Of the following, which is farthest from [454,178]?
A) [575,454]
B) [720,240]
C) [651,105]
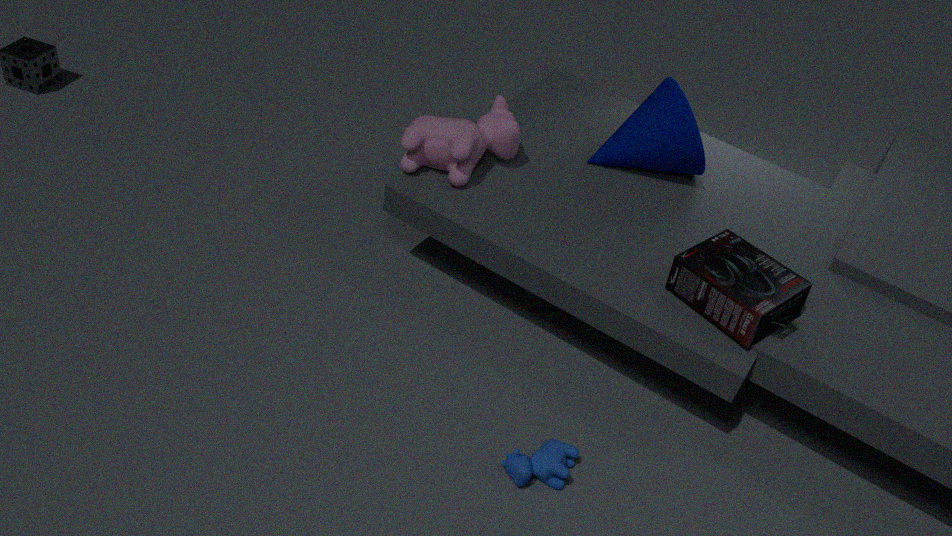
[575,454]
